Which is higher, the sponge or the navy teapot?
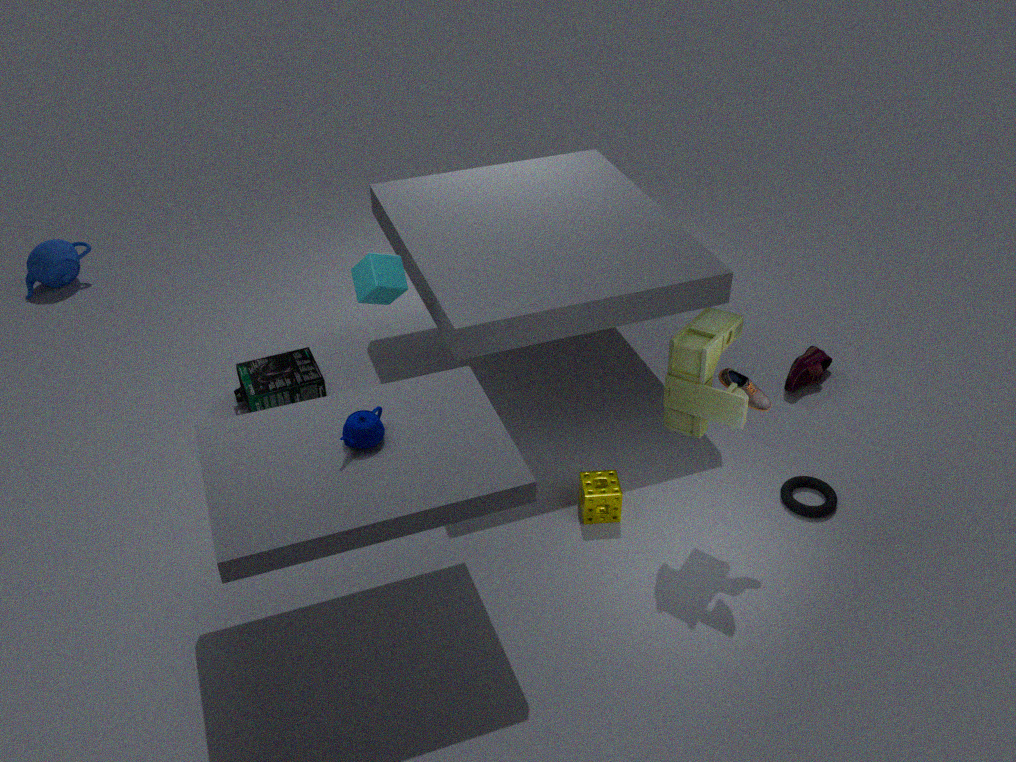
the navy teapot
